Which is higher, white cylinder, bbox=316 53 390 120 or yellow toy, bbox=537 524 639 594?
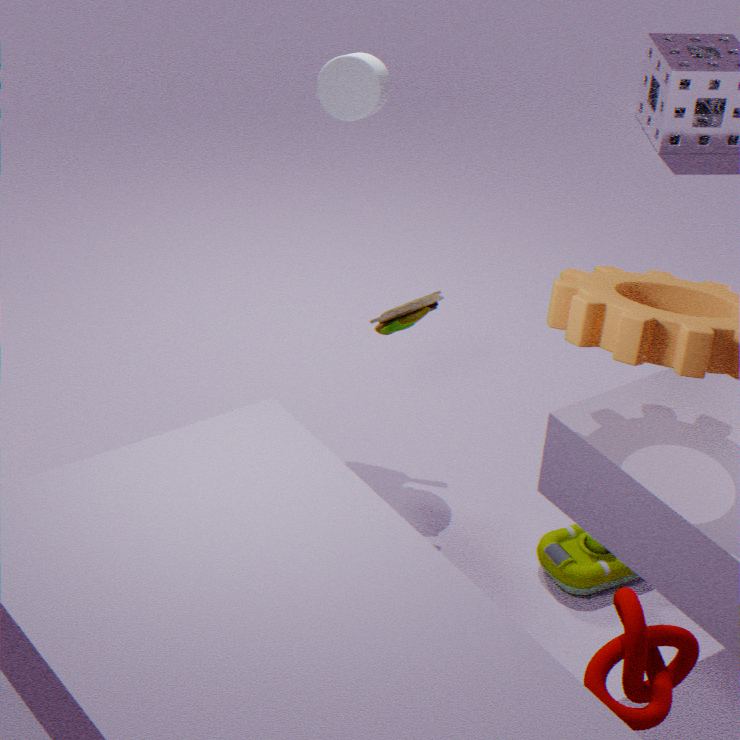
white cylinder, bbox=316 53 390 120
